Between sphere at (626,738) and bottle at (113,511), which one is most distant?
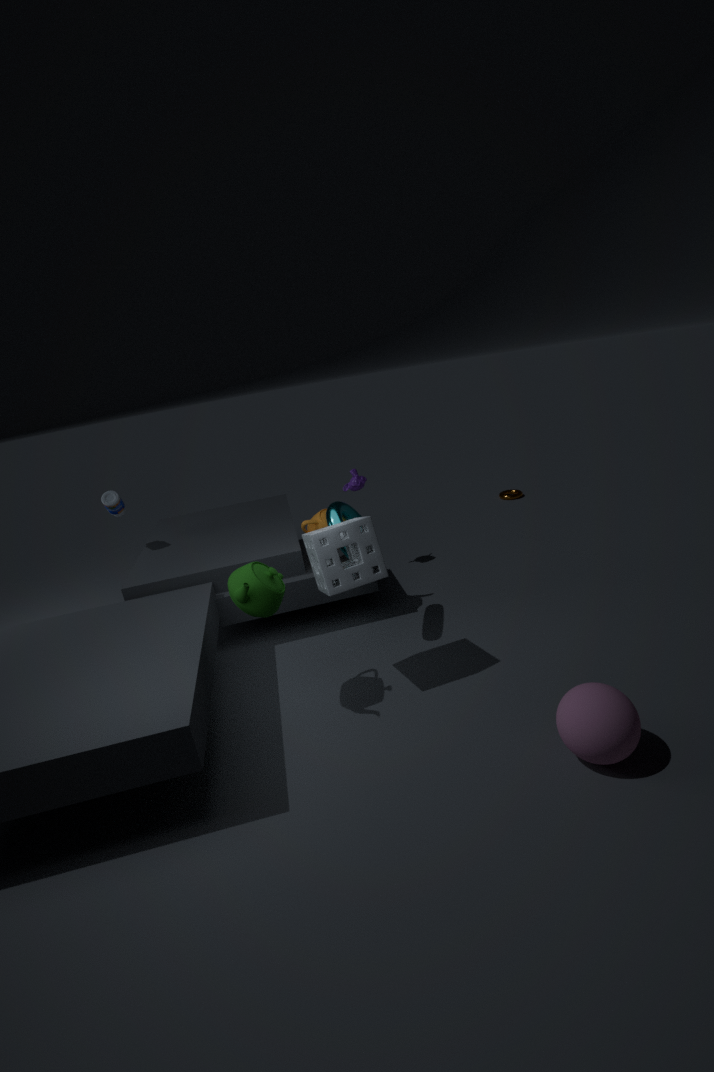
bottle at (113,511)
